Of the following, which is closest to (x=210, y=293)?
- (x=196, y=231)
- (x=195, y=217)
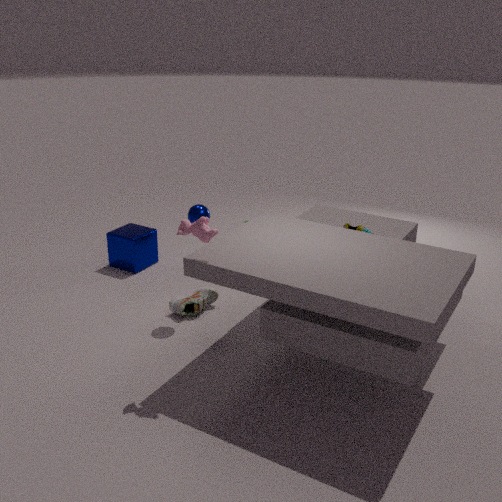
(x=195, y=217)
